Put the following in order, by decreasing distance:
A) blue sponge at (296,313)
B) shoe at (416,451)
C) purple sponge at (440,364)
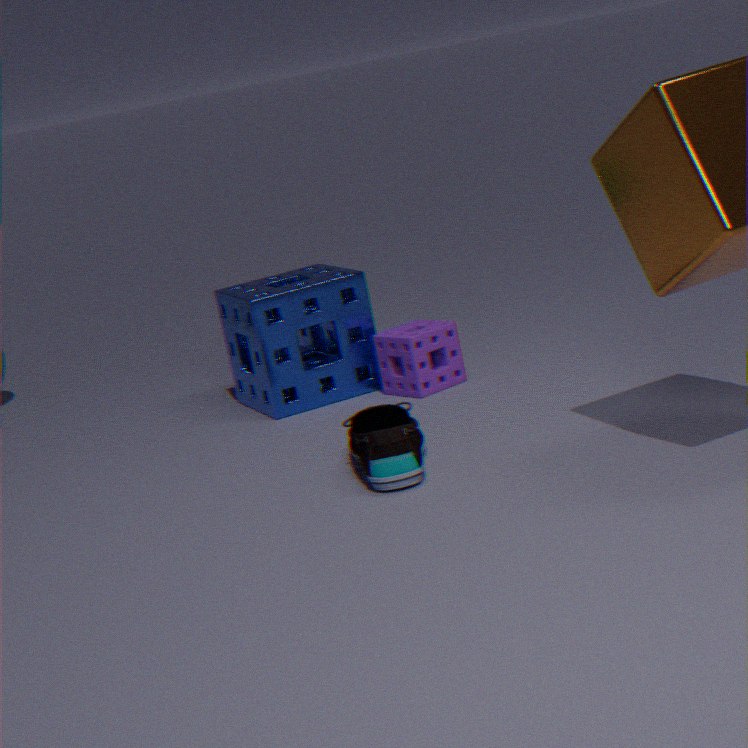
1. blue sponge at (296,313)
2. purple sponge at (440,364)
3. shoe at (416,451)
